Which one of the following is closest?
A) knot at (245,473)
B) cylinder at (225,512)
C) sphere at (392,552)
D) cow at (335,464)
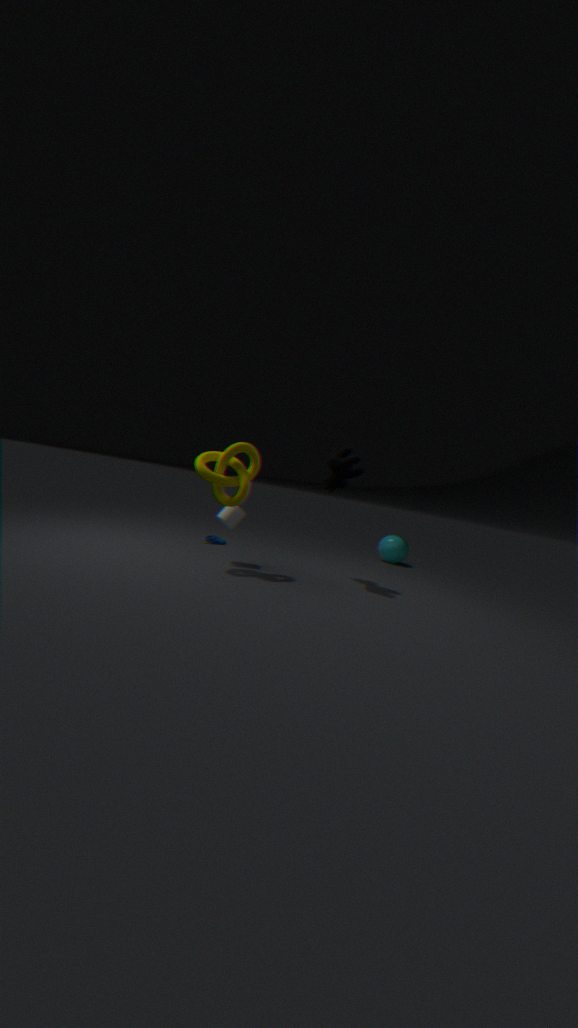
knot at (245,473)
